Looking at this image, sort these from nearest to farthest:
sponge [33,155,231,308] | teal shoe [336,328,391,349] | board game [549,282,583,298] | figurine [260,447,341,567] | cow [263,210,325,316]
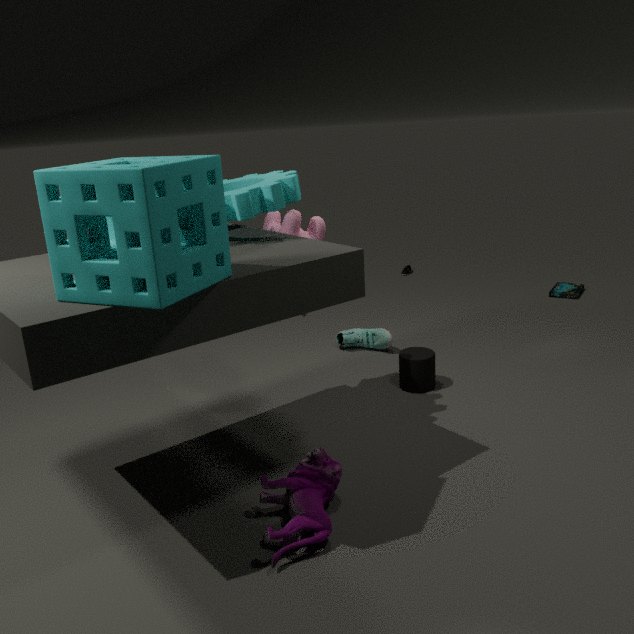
1. sponge [33,155,231,308]
2. figurine [260,447,341,567]
3. cow [263,210,325,316]
4. teal shoe [336,328,391,349]
5. board game [549,282,583,298]
